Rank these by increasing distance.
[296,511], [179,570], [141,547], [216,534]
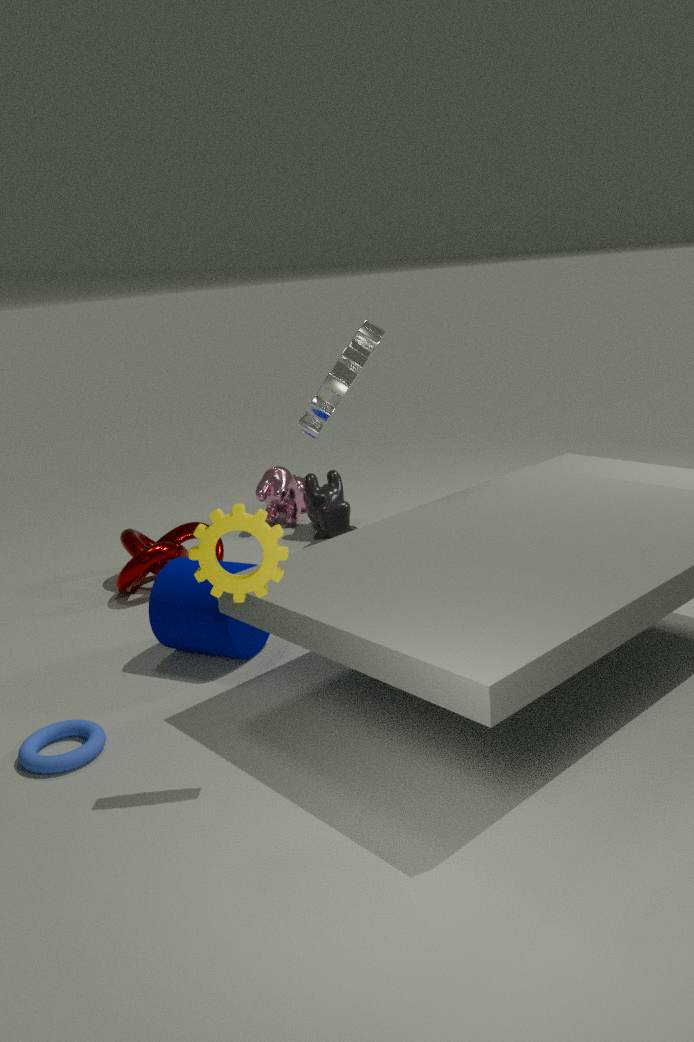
[216,534]
[179,570]
[141,547]
[296,511]
